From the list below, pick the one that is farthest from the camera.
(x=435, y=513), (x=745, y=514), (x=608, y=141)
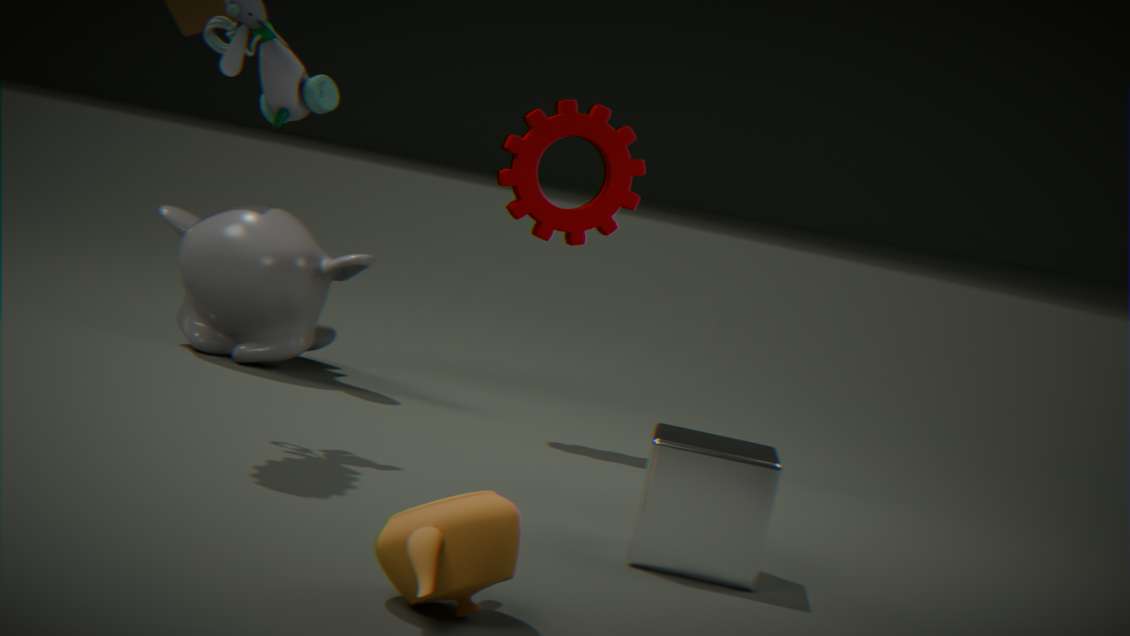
(x=608, y=141)
